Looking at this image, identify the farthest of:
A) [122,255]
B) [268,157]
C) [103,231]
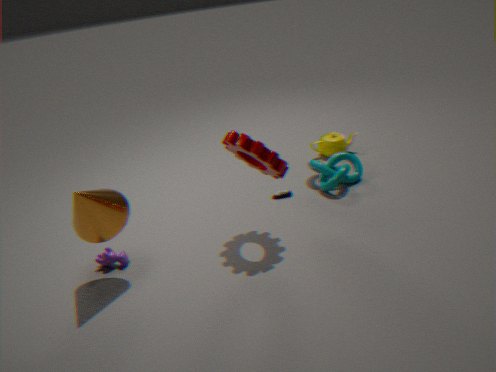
[122,255]
